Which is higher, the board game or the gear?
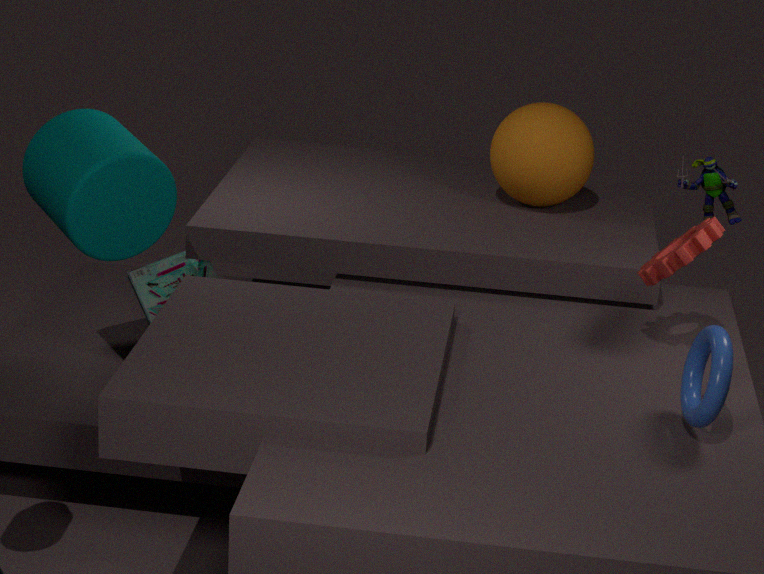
the gear
